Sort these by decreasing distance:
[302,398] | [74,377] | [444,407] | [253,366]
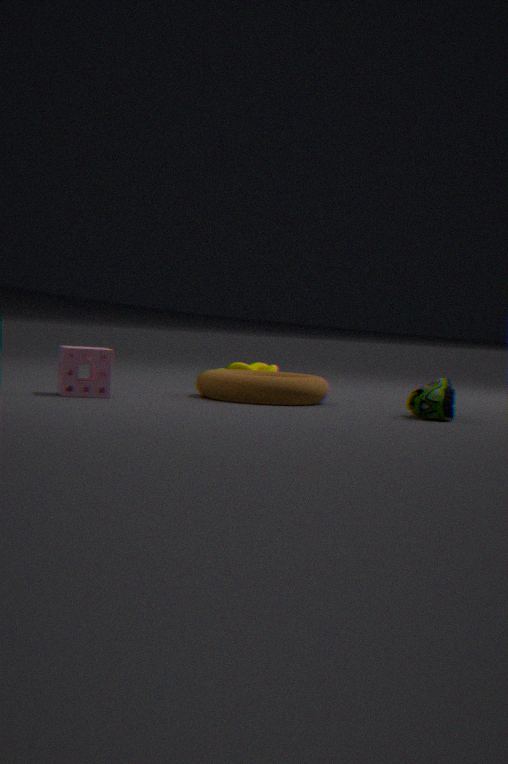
1. [253,366]
2. [302,398]
3. [74,377]
4. [444,407]
